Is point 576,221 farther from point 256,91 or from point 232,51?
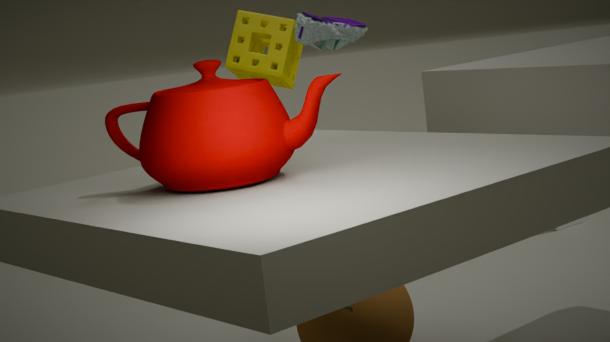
point 256,91
